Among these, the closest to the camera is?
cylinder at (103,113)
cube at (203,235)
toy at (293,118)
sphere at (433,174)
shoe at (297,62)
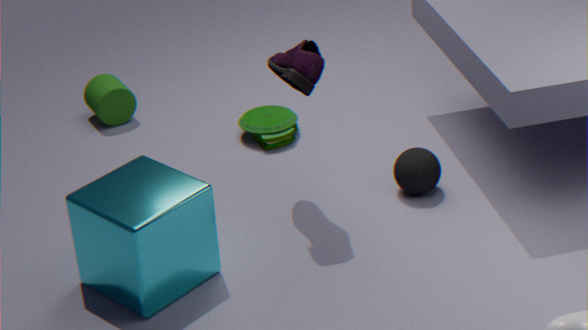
cube at (203,235)
